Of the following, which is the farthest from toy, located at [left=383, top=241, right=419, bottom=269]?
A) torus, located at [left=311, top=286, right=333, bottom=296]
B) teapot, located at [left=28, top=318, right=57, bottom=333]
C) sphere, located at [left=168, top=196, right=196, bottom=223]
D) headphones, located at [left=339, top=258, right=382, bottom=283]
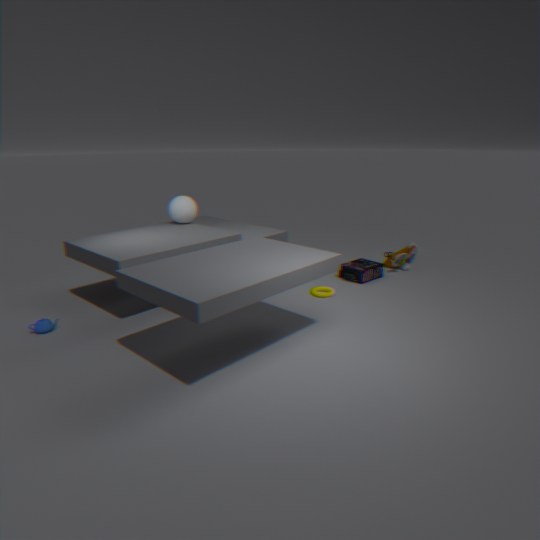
teapot, located at [left=28, top=318, right=57, bottom=333]
